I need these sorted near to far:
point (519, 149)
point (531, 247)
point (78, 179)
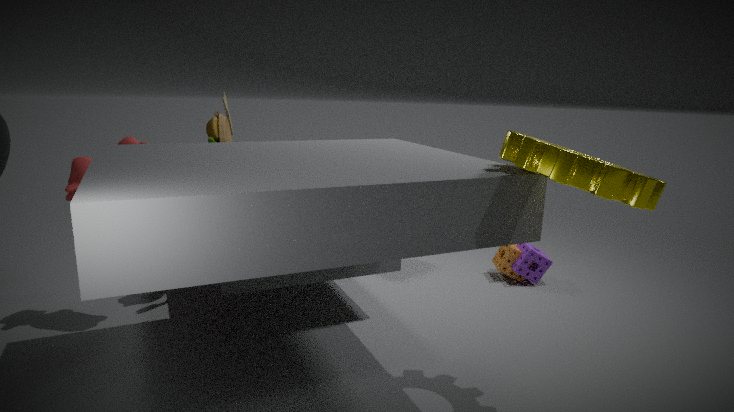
point (519, 149), point (78, 179), point (531, 247)
